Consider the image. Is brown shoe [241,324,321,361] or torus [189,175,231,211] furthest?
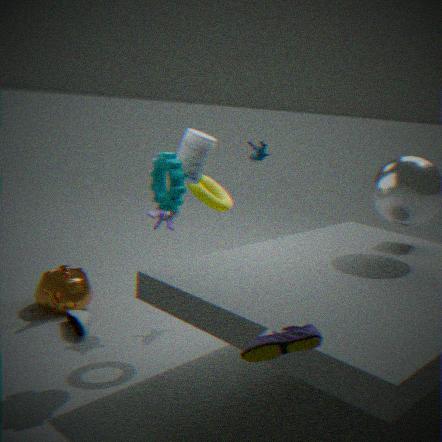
torus [189,175,231,211]
